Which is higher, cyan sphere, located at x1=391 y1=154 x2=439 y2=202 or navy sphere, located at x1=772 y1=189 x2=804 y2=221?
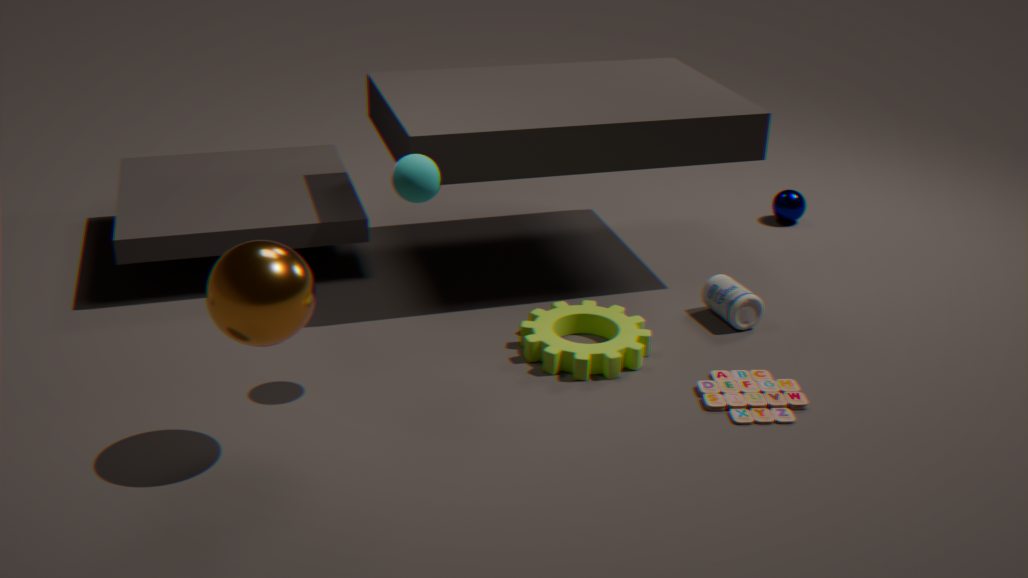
cyan sphere, located at x1=391 y1=154 x2=439 y2=202
